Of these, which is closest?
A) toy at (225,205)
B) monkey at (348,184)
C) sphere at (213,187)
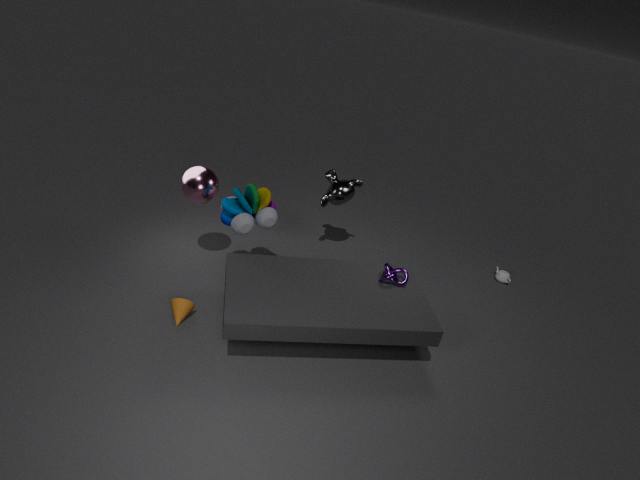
toy at (225,205)
